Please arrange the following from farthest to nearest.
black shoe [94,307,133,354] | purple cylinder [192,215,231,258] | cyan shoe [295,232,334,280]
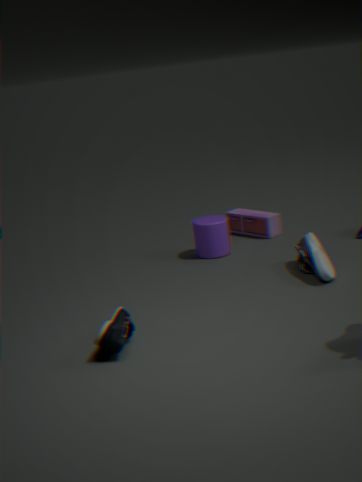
purple cylinder [192,215,231,258] → cyan shoe [295,232,334,280] → black shoe [94,307,133,354]
